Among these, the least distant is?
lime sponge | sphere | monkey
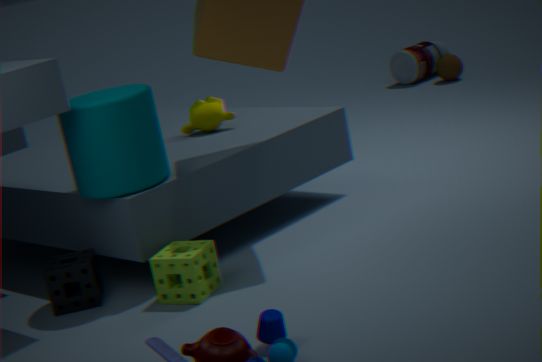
lime sponge
